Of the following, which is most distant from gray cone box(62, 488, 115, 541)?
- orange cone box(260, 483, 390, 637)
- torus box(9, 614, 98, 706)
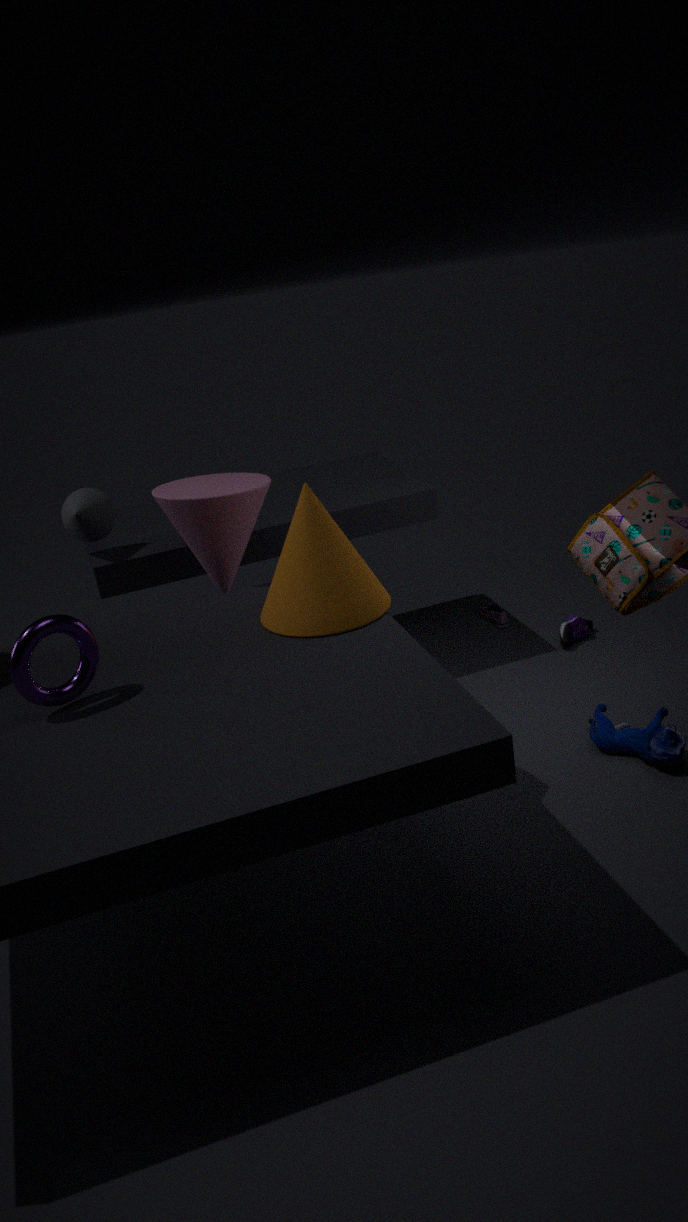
torus box(9, 614, 98, 706)
